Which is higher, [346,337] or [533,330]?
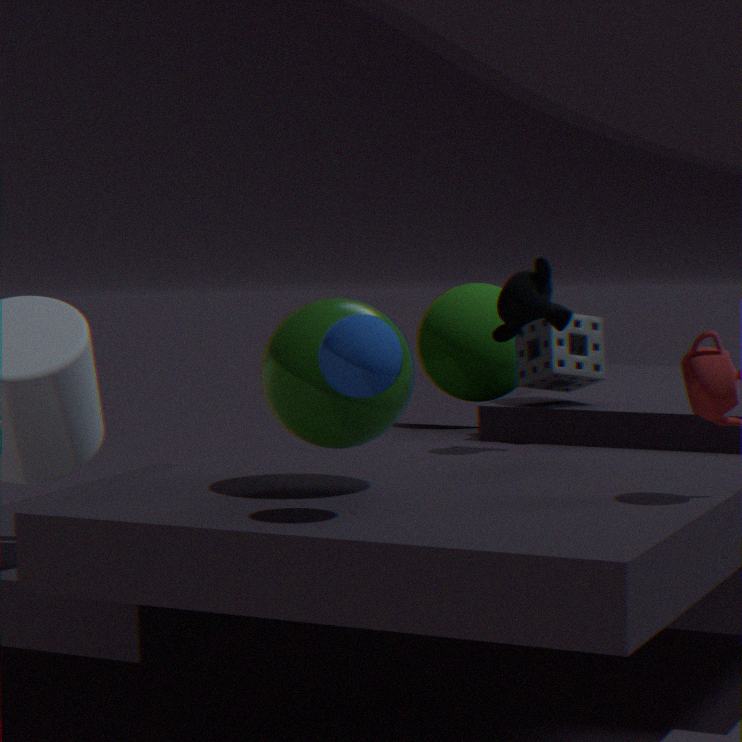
[346,337]
